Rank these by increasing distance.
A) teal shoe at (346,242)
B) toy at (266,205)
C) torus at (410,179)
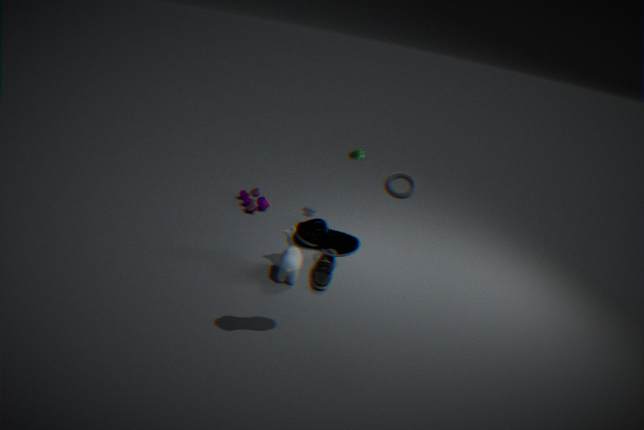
1. teal shoe at (346,242)
2. torus at (410,179)
3. toy at (266,205)
